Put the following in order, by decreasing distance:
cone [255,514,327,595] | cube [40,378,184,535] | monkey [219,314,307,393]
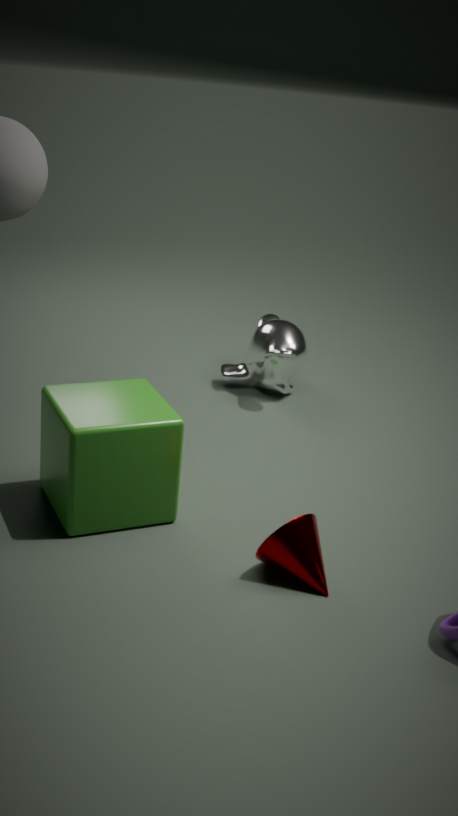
monkey [219,314,307,393] < cube [40,378,184,535] < cone [255,514,327,595]
